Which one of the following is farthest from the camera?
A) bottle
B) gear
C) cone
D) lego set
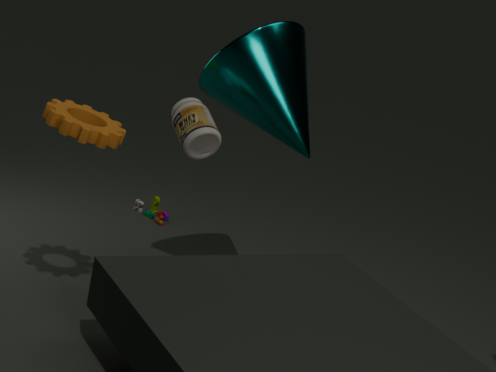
lego set
